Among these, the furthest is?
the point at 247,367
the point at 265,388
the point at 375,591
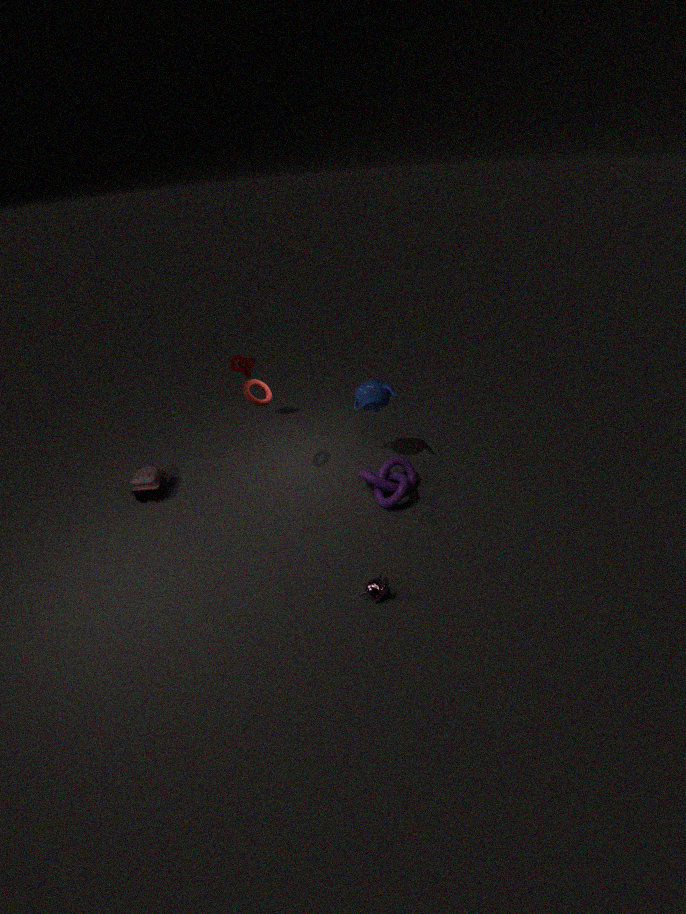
the point at 247,367
